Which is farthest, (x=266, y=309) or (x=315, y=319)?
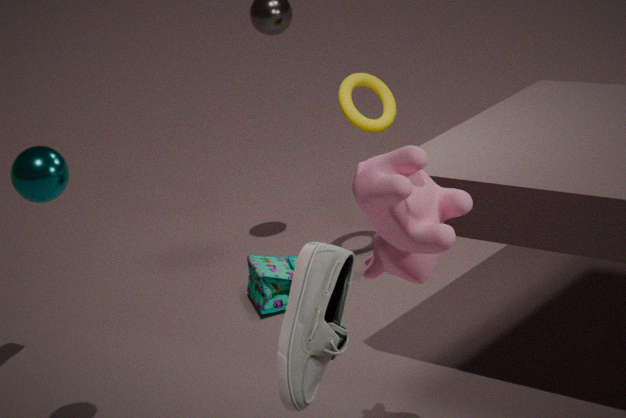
(x=266, y=309)
